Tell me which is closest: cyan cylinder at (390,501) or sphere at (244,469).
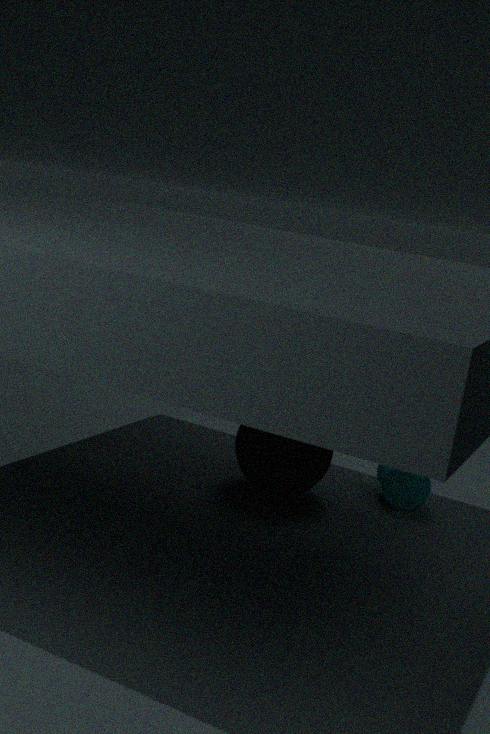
sphere at (244,469)
